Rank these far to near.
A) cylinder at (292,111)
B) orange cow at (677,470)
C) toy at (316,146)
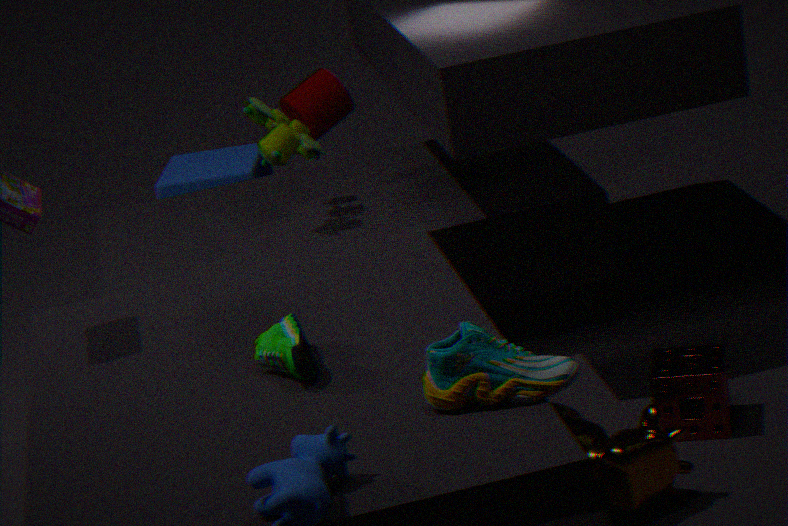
cylinder at (292,111) < toy at (316,146) < orange cow at (677,470)
